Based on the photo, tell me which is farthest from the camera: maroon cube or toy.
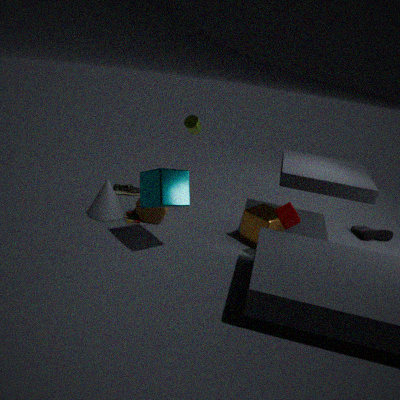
toy
